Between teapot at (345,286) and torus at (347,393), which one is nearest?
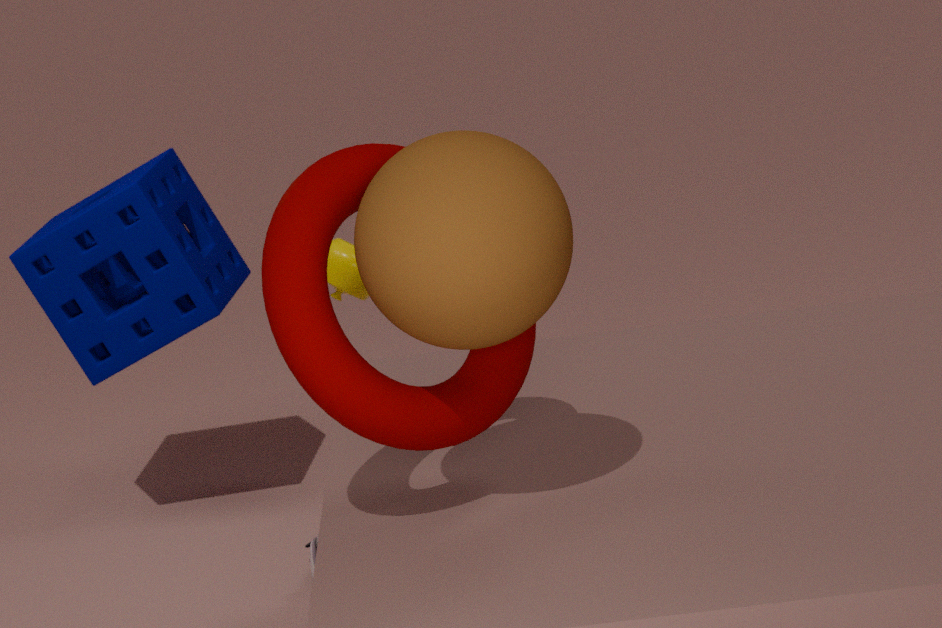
torus at (347,393)
